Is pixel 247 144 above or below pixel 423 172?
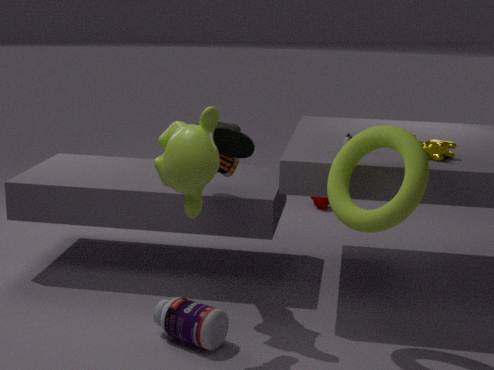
above
